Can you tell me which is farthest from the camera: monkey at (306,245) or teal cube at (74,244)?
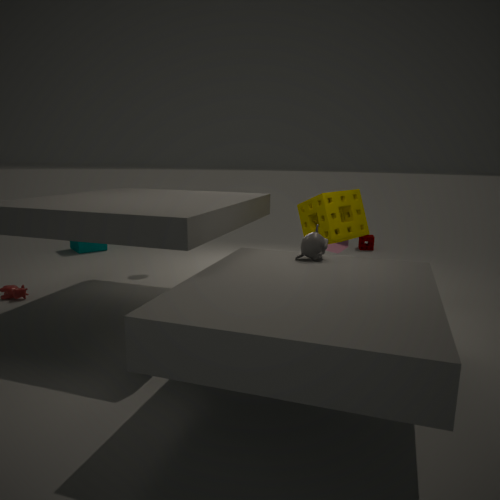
teal cube at (74,244)
